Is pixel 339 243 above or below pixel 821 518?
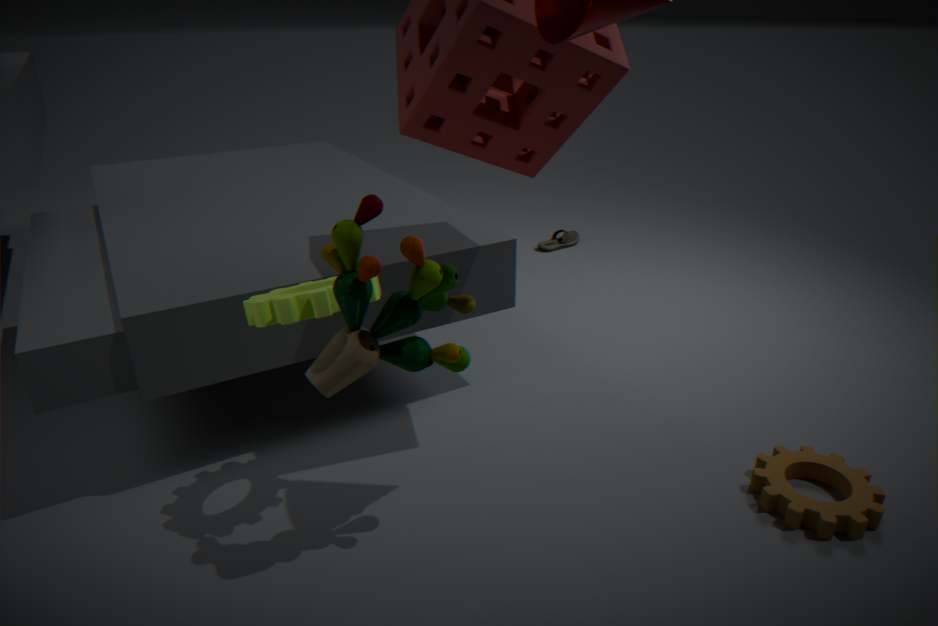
above
